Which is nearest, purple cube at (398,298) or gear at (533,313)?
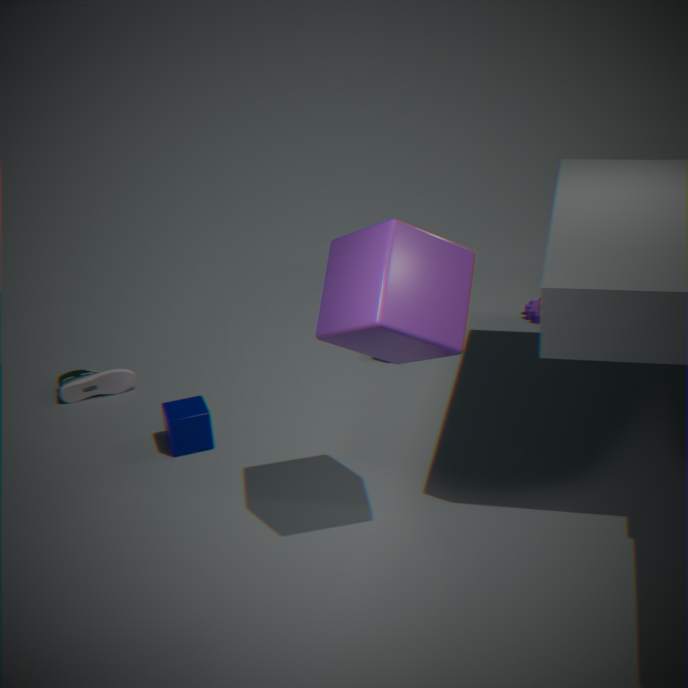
purple cube at (398,298)
